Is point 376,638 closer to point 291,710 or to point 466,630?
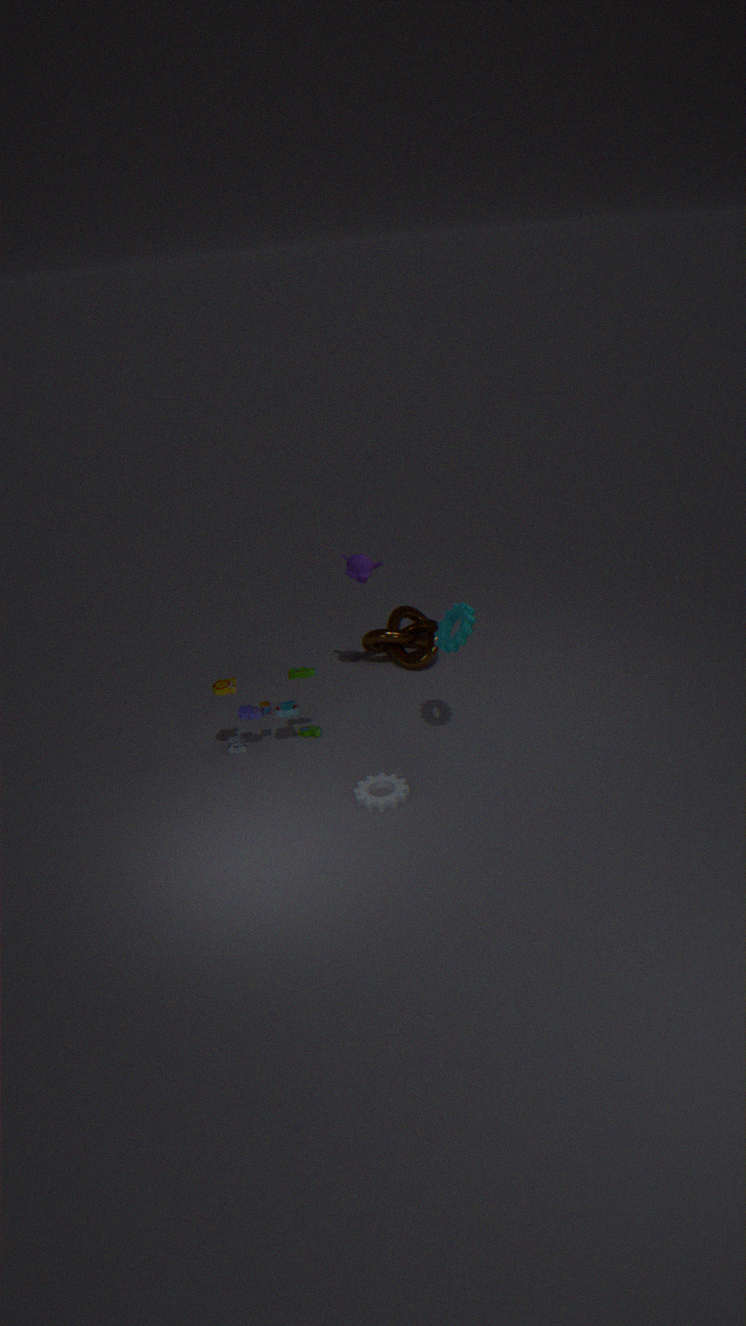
point 466,630
